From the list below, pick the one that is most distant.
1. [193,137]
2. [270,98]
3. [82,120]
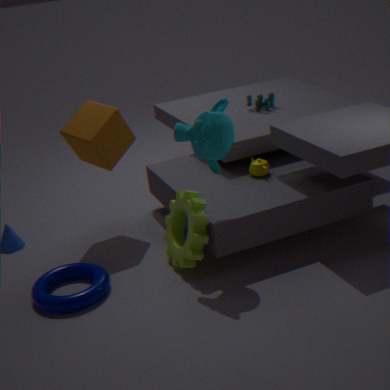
[270,98]
